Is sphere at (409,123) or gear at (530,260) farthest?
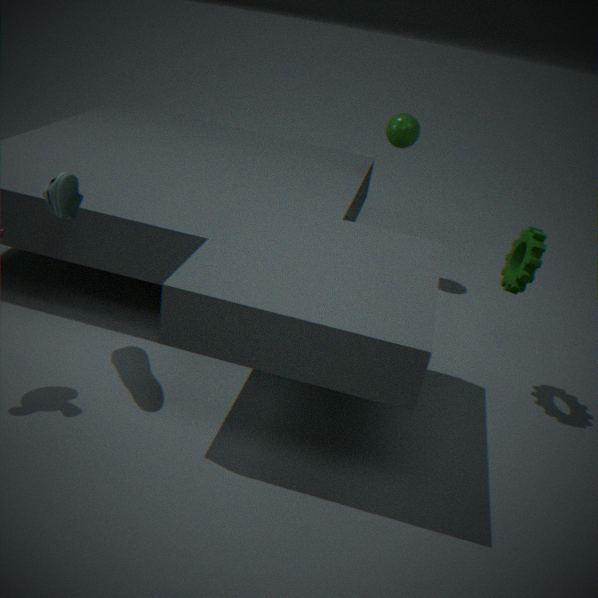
sphere at (409,123)
